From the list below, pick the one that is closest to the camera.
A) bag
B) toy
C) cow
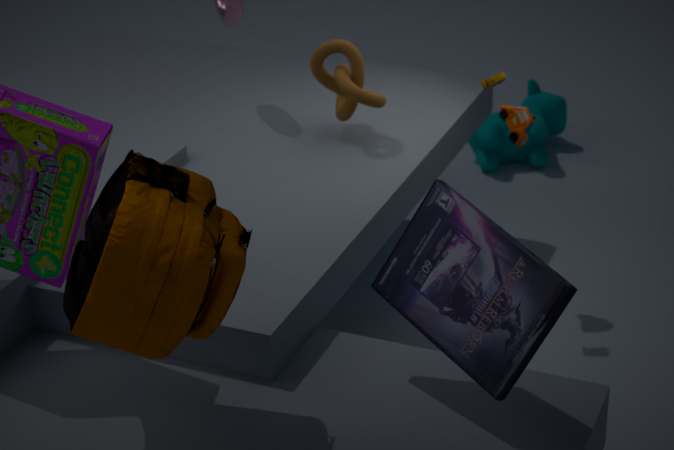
bag
